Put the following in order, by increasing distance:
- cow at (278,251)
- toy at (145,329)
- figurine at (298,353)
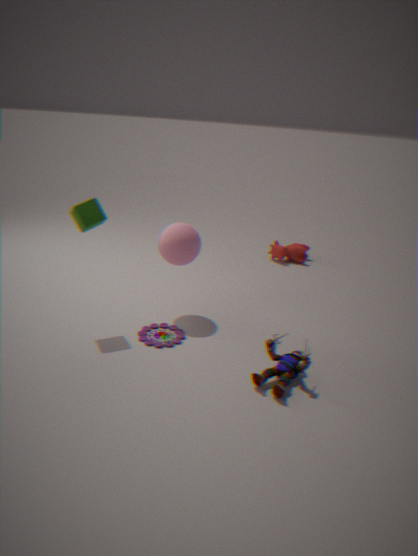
figurine at (298,353) → toy at (145,329) → cow at (278,251)
